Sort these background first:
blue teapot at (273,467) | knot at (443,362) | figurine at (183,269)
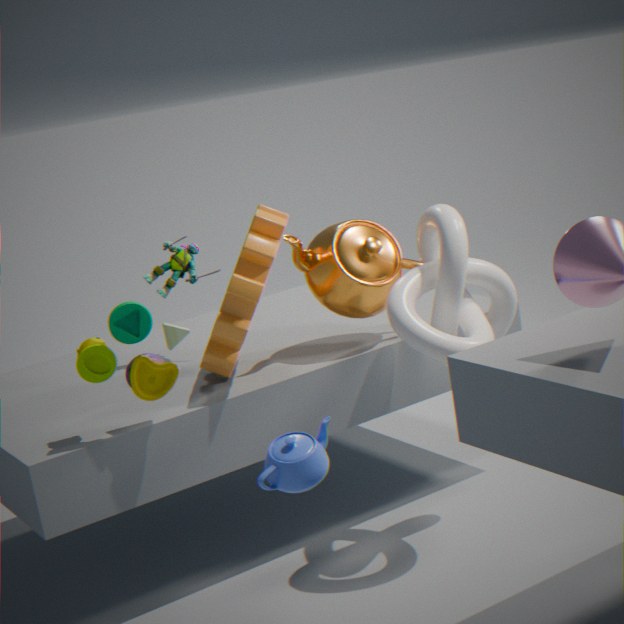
figurine at (183,269) < knot at (443,362) < blue teapot at (273,467)
